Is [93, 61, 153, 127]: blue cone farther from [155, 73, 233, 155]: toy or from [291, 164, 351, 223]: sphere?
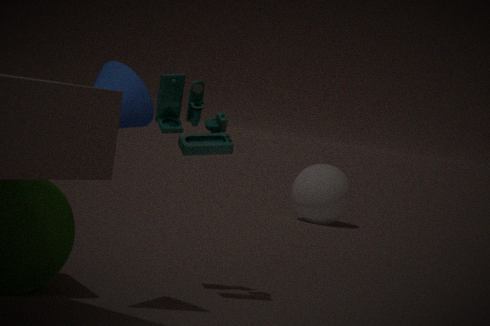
[291, 164, 351, 223]: sphere
